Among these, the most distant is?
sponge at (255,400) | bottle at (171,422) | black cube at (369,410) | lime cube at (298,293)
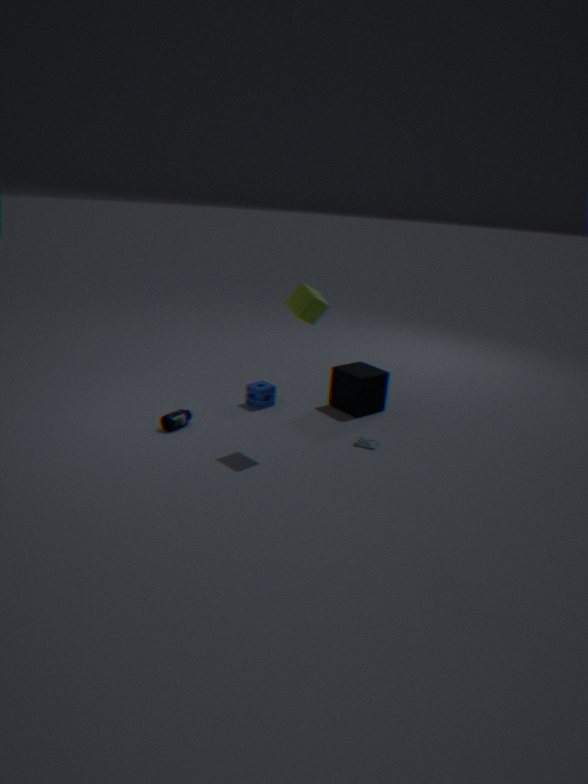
sponge at (255,400)
